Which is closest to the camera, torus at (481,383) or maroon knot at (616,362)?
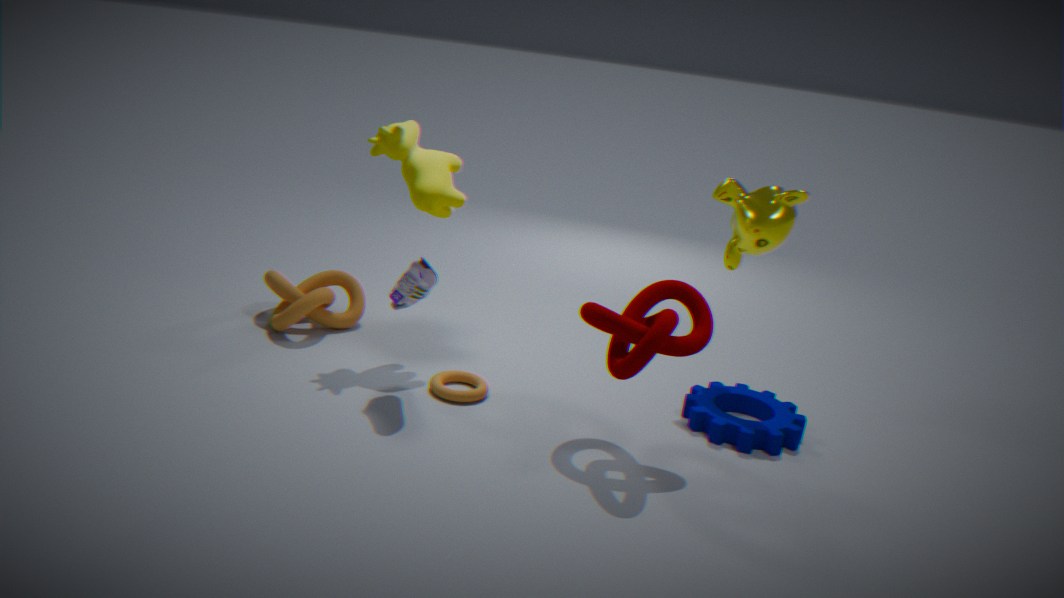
maroon knot at (616,362)
